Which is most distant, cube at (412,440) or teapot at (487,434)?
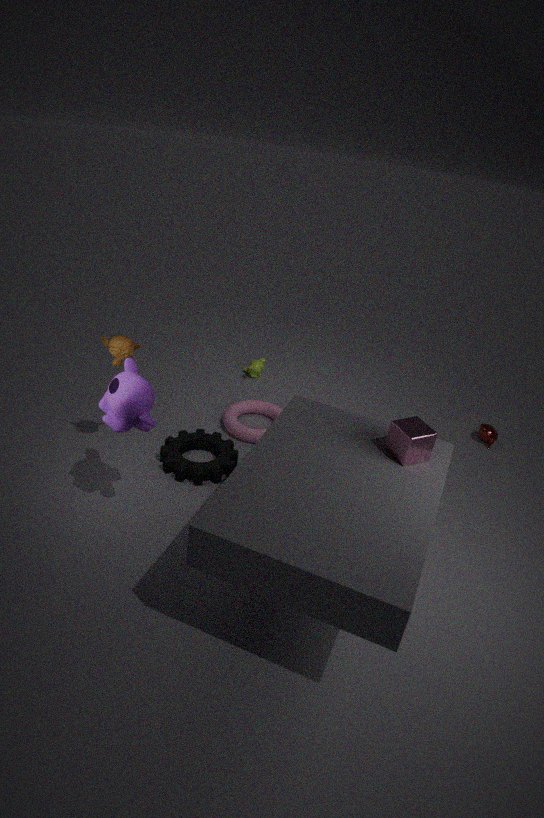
teapot at (487,434)
